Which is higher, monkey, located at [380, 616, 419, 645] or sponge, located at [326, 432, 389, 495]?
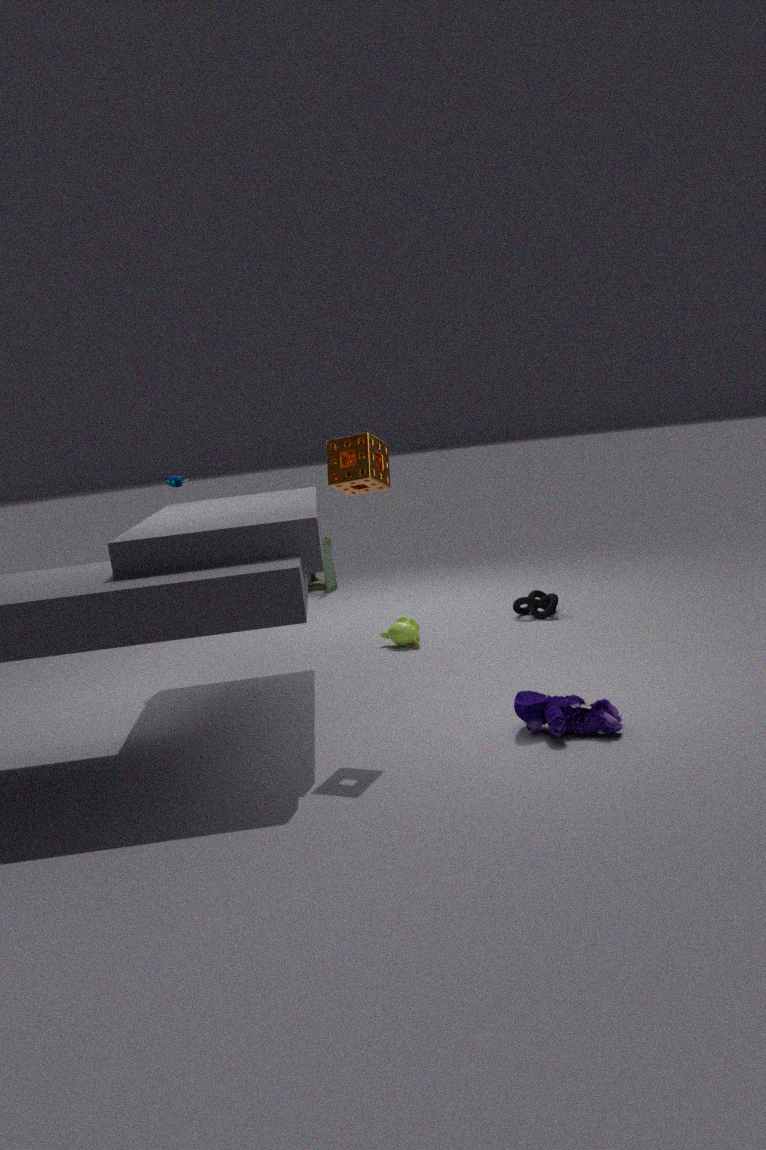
sponge, located at [326, 432, 389, 495]
